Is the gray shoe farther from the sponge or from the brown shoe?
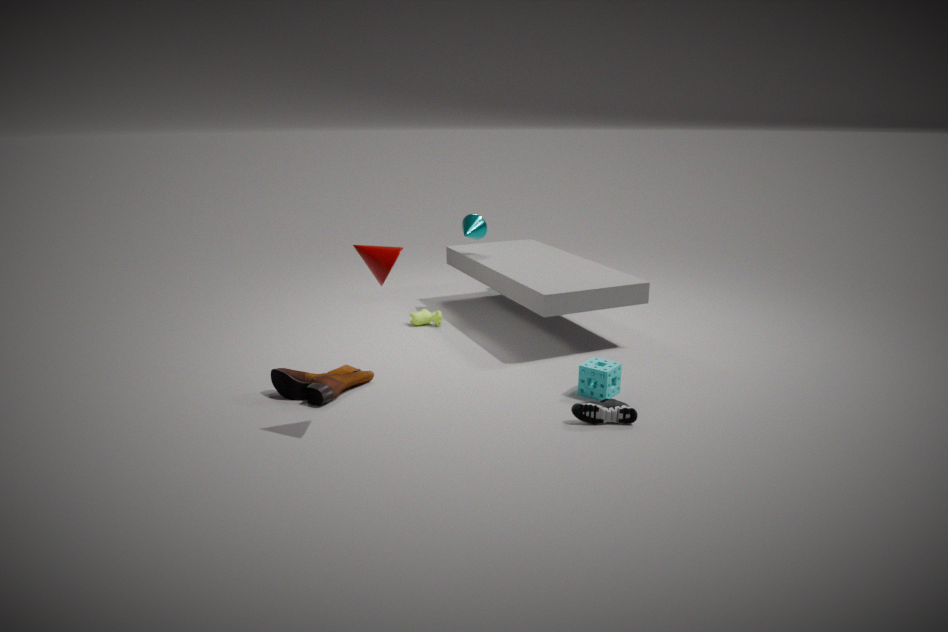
the brown shoe
